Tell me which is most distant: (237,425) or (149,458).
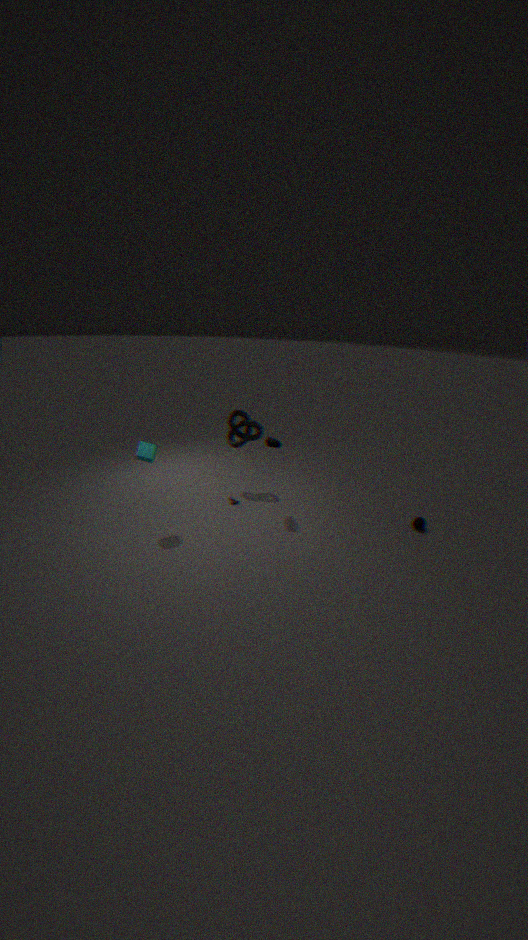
(237,425)
